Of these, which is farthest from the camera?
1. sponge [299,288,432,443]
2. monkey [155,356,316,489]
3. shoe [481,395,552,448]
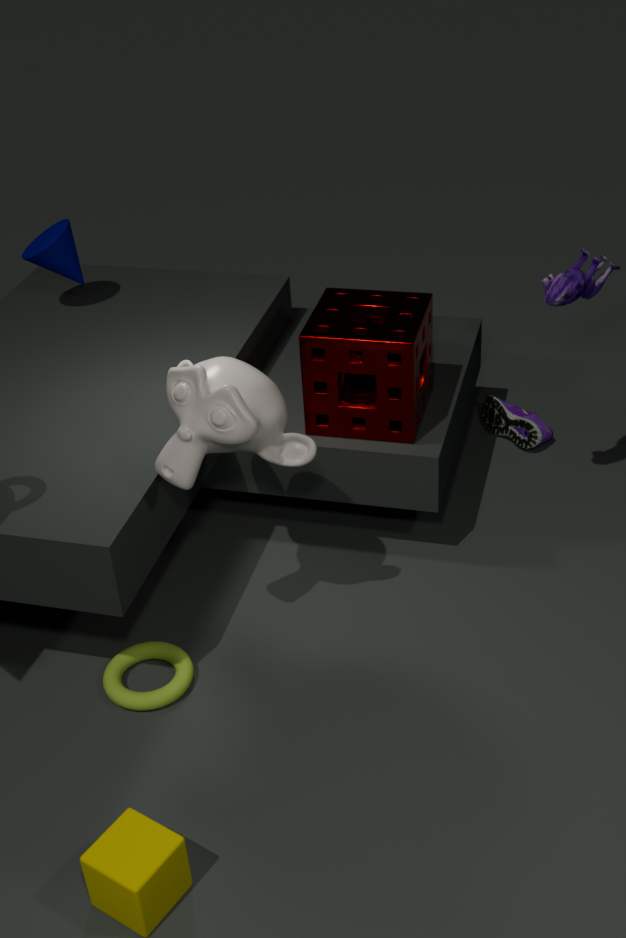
shoe [481,395,552,448]
